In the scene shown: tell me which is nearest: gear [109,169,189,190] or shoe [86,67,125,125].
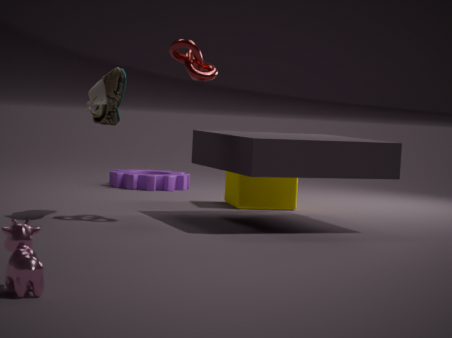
shoe [86,67,125,125]
